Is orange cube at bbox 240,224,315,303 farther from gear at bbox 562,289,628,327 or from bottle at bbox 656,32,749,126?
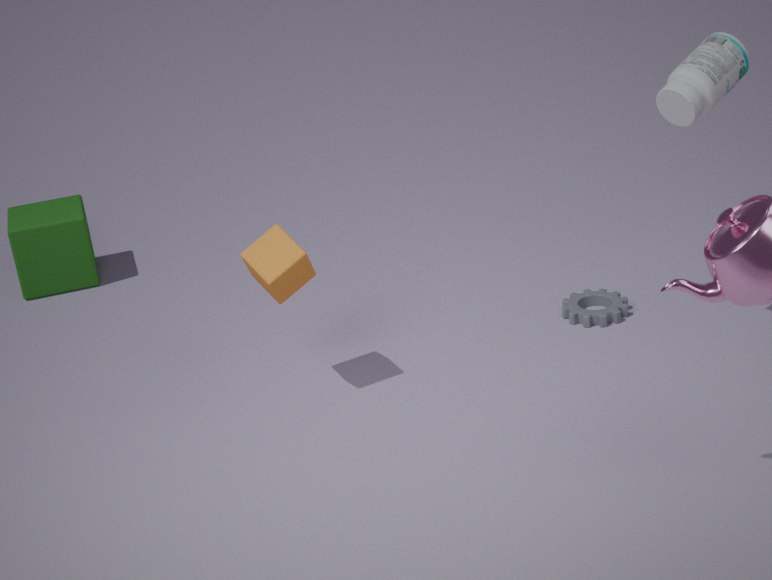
bottle at bbox 656,32,749,126
